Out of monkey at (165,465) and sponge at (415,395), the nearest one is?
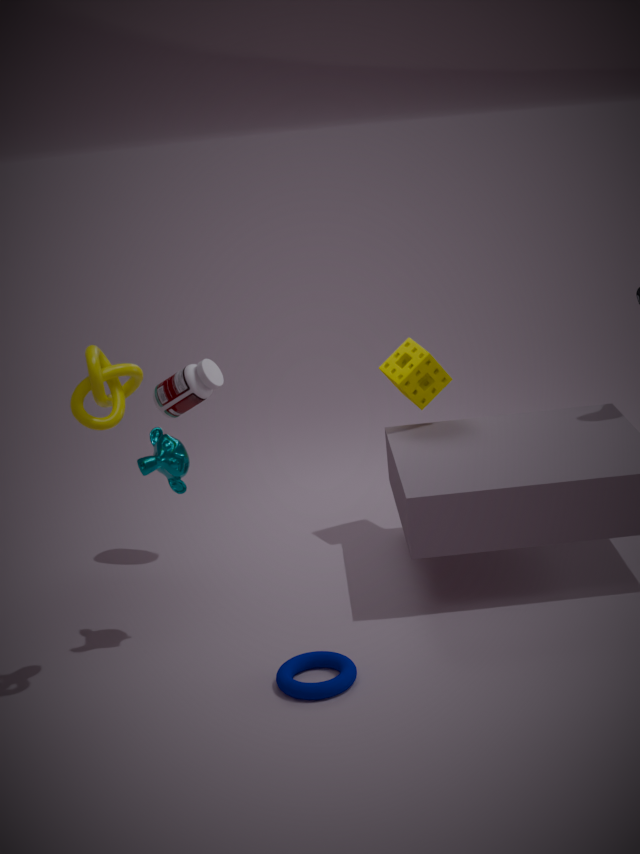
monkey at (165,465)
